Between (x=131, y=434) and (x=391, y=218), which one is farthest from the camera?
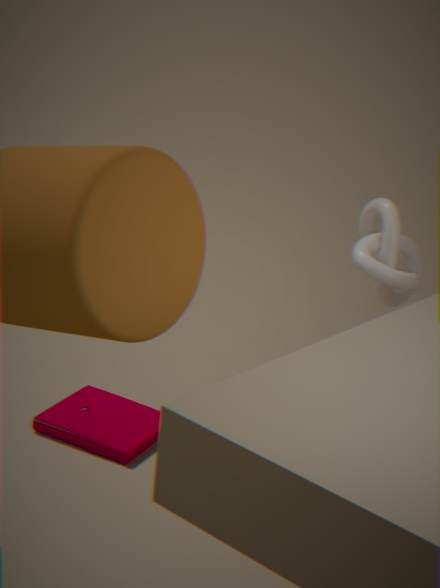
(x=131, y=434)
